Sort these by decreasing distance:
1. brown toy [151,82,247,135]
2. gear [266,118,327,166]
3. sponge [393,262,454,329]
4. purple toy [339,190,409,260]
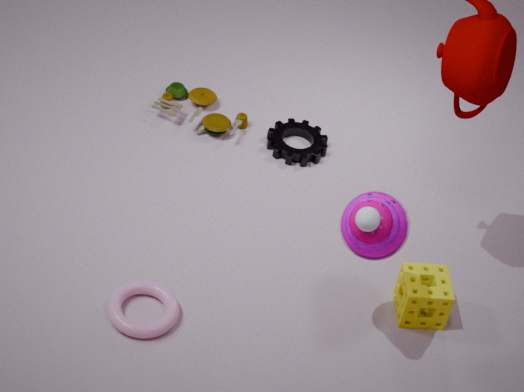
1. brown toy [151,82,247,135]
2. gear [266,118,327,166]
3. sponge [393,262,454,329]
4. purple toy [339,190,409,260]
